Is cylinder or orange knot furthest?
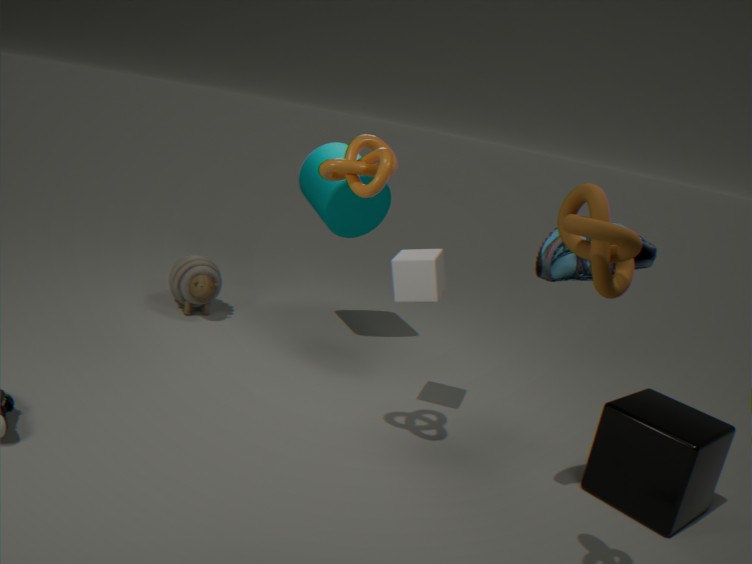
cylinder
